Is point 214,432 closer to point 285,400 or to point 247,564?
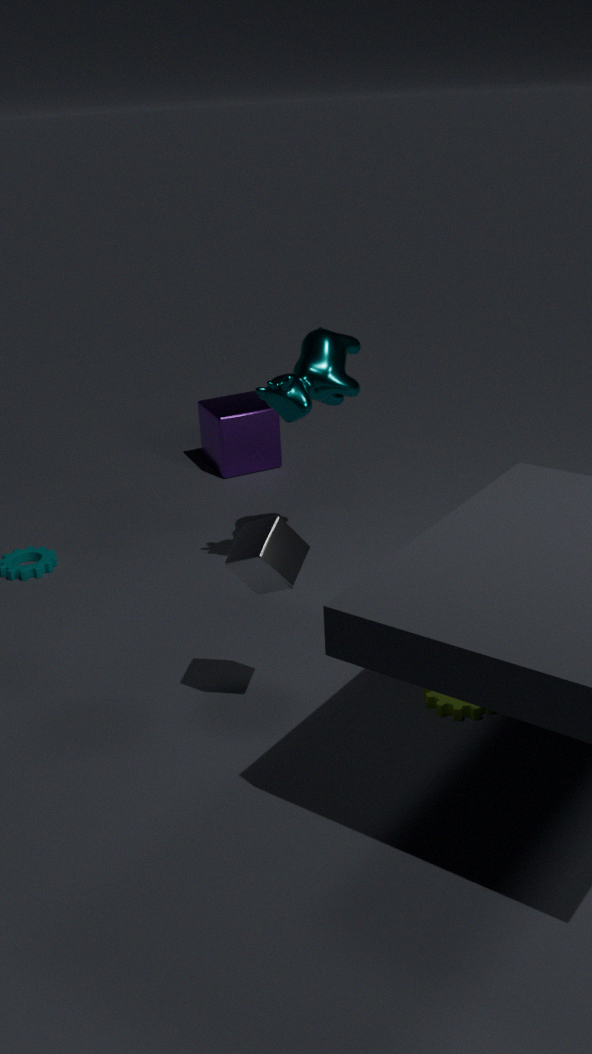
point 285,400
